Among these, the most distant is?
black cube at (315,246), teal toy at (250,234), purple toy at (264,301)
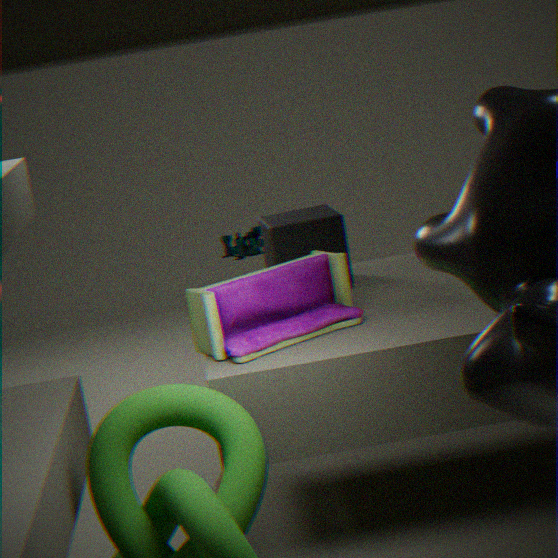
teal toy at (250,234)
